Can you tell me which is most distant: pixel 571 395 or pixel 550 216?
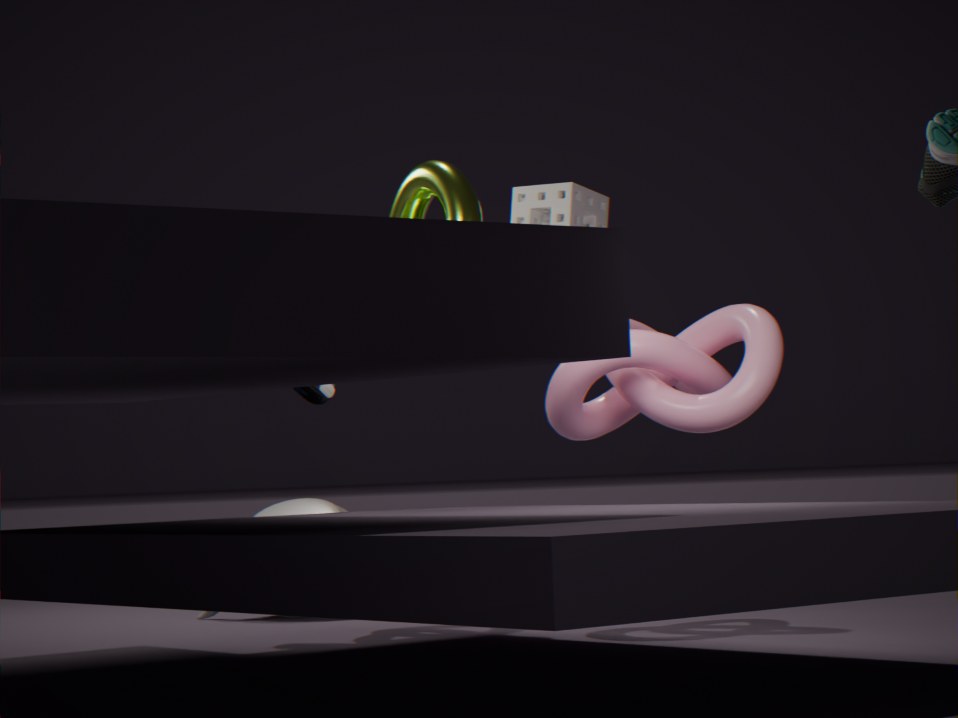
pixel 550 216
